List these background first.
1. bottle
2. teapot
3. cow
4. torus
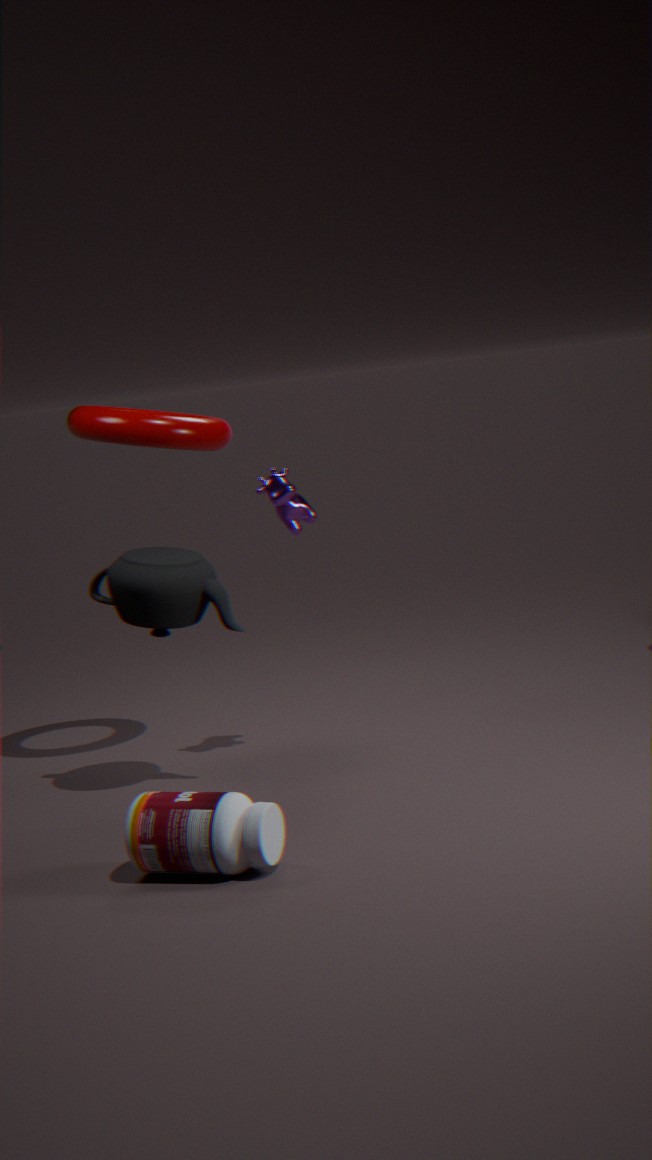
torus < cow < teapot < bottle
